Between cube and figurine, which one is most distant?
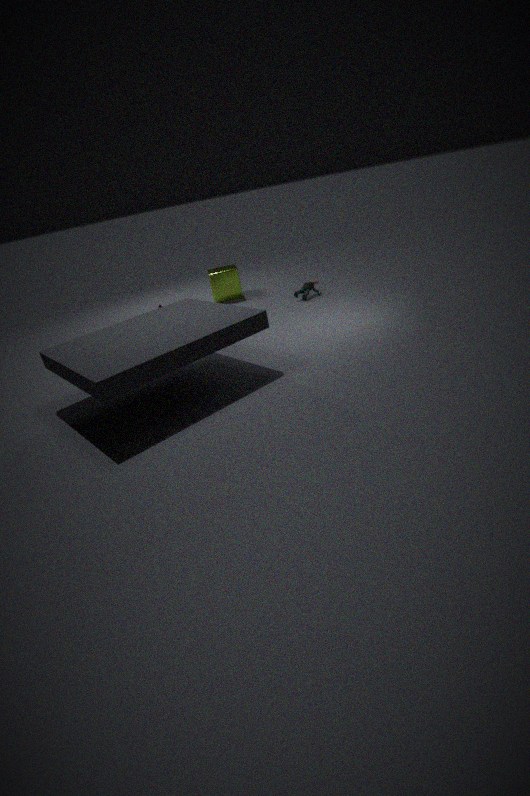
cube
